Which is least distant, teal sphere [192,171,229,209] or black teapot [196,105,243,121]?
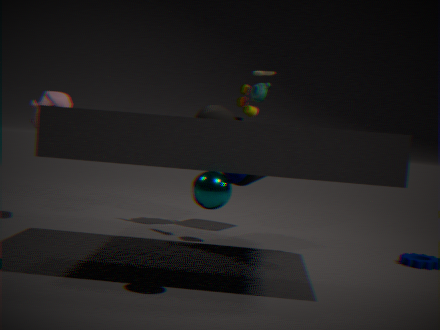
teal sphere [192,171,229,209]
